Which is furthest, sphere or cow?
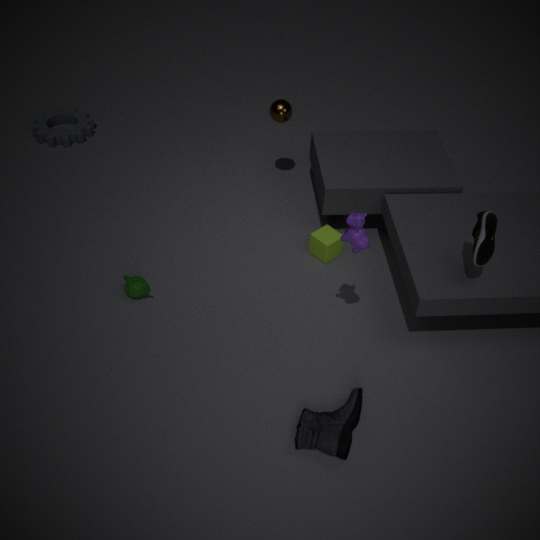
sphere
